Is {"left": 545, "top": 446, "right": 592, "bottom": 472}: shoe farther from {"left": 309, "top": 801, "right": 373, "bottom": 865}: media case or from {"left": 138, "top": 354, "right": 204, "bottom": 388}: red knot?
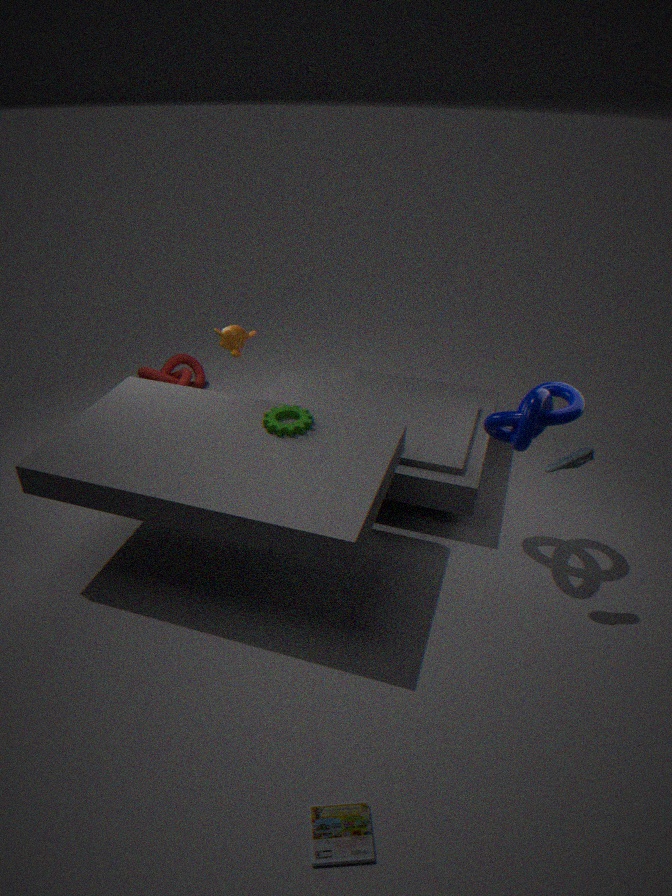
{"left": 138, "top": 354, "right": 204, "bottom": 388}: red knot
